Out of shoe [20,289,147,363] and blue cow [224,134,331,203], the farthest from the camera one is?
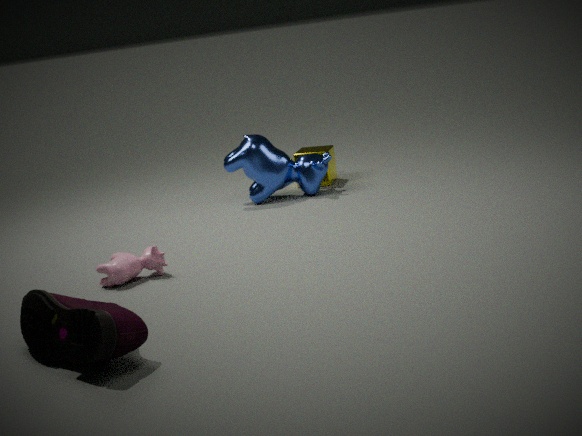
blue cow [224,134,331,203]
